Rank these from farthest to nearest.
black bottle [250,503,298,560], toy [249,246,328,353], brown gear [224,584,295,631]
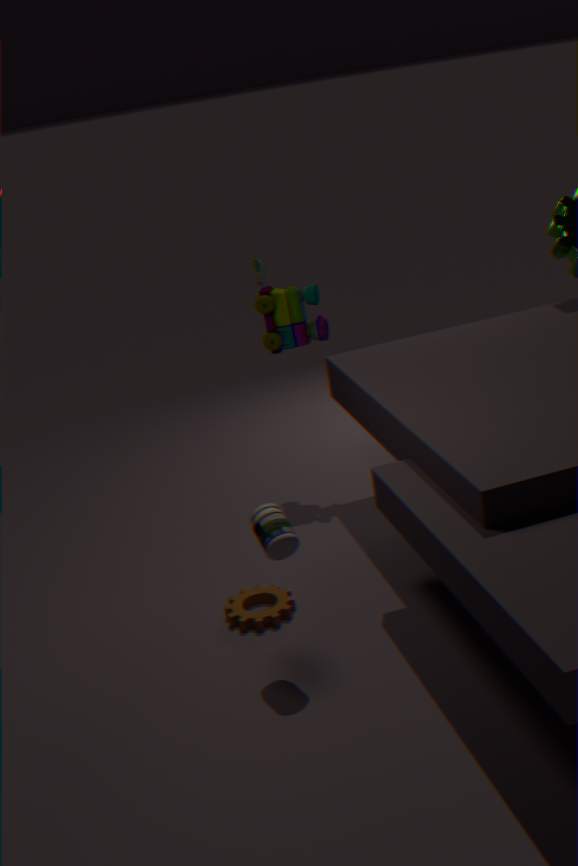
toy [249,246,328,353]
brown gear [224,584,295,631]
black bottle [250,503,298,560]
